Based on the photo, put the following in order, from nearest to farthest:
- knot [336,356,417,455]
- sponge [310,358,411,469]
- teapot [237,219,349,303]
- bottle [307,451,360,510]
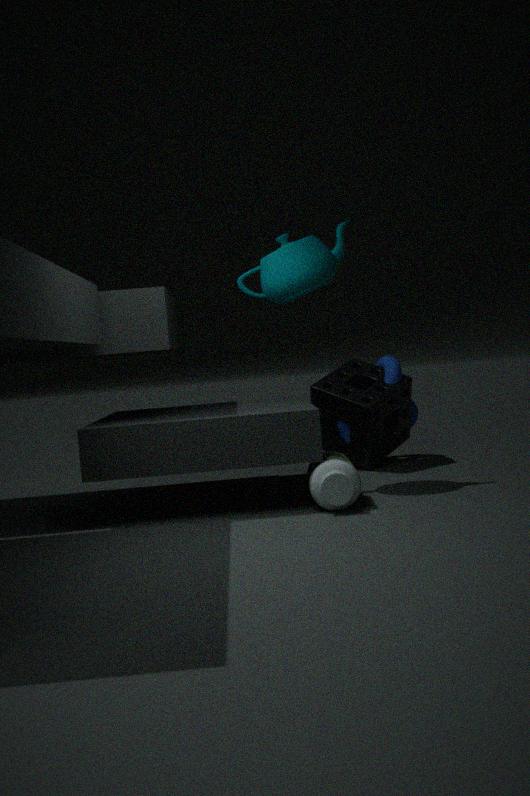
bottle [307,451,360,510], teapot [237,219,349,303], sponge [310,358,411,469], knot [336,356,417,455]
